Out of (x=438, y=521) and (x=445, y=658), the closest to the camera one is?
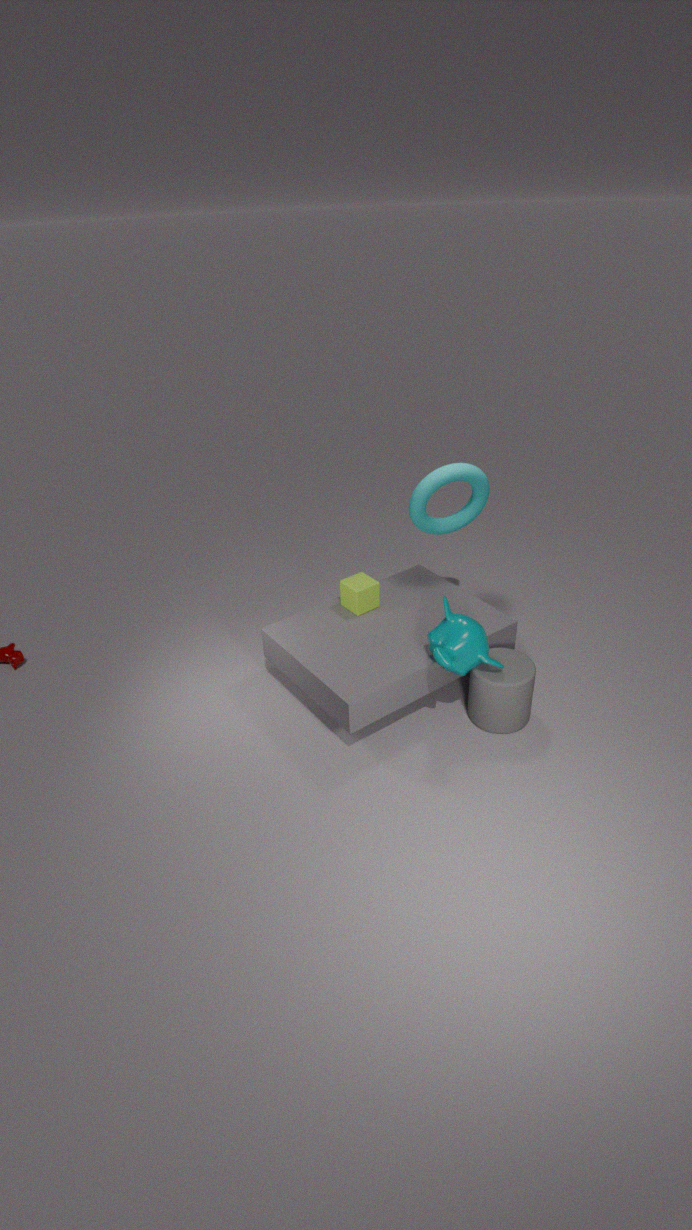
(x=445, y=658)
